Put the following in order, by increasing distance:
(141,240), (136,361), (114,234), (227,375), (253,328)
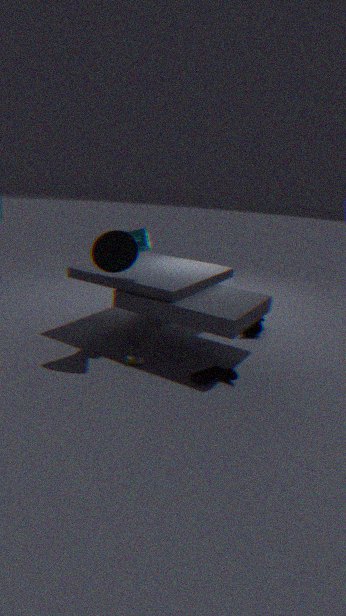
(227,375) → (114,234) → (136,361) → (141,240) → (253,328)
